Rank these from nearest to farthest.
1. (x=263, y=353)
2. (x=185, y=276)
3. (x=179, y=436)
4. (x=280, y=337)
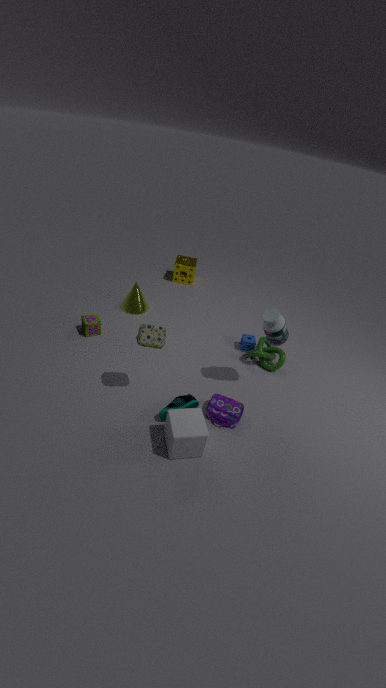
(x=179, y=436), (x=280, y=337), (x=263, y=353), (x=185, y=276)
